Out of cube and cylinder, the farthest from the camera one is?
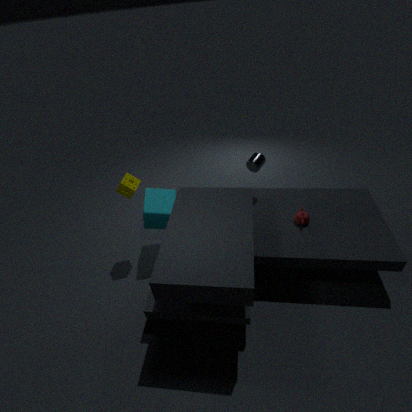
cylinder
